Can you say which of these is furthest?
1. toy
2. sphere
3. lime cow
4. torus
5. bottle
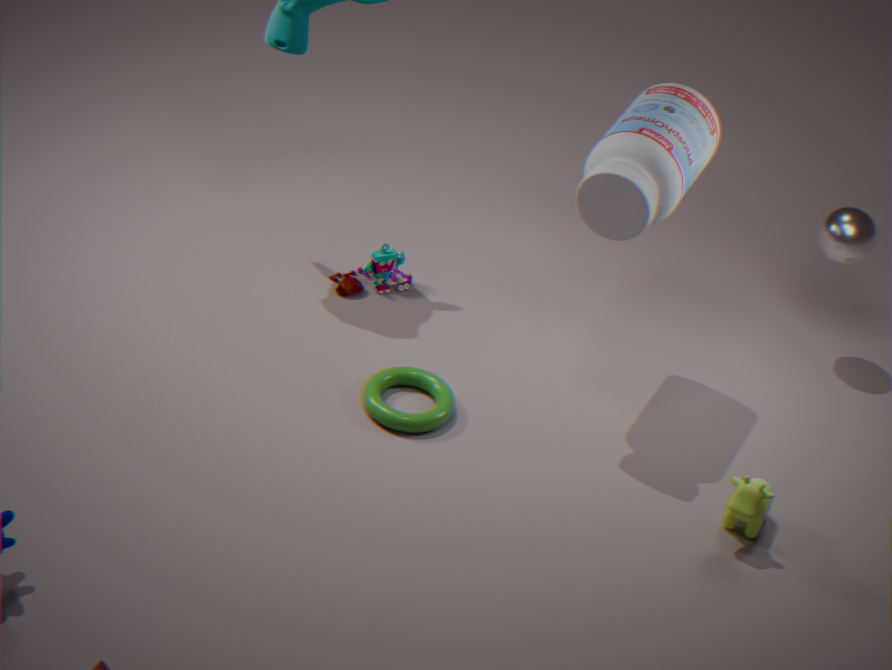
toy
